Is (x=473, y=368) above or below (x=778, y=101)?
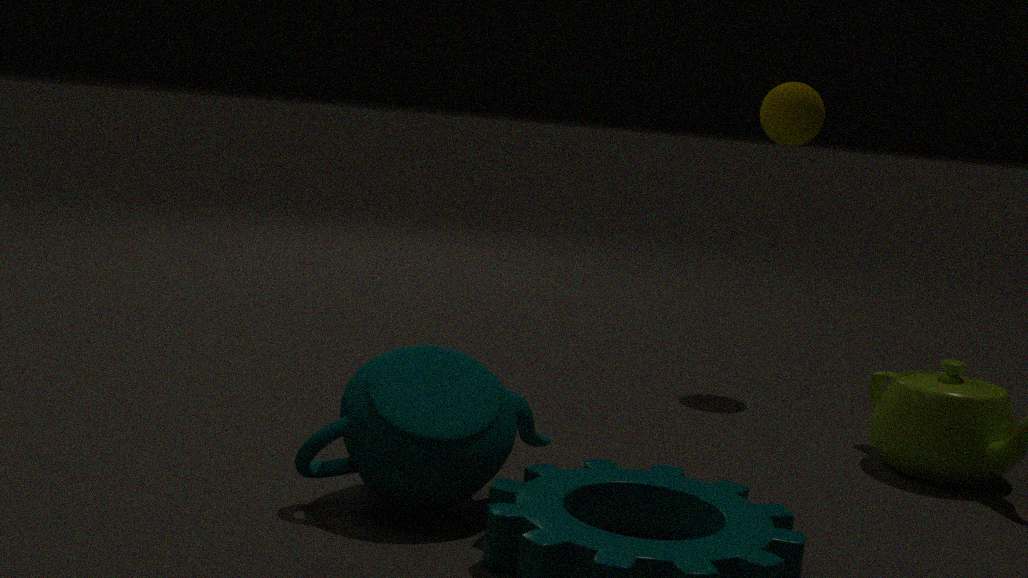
below
